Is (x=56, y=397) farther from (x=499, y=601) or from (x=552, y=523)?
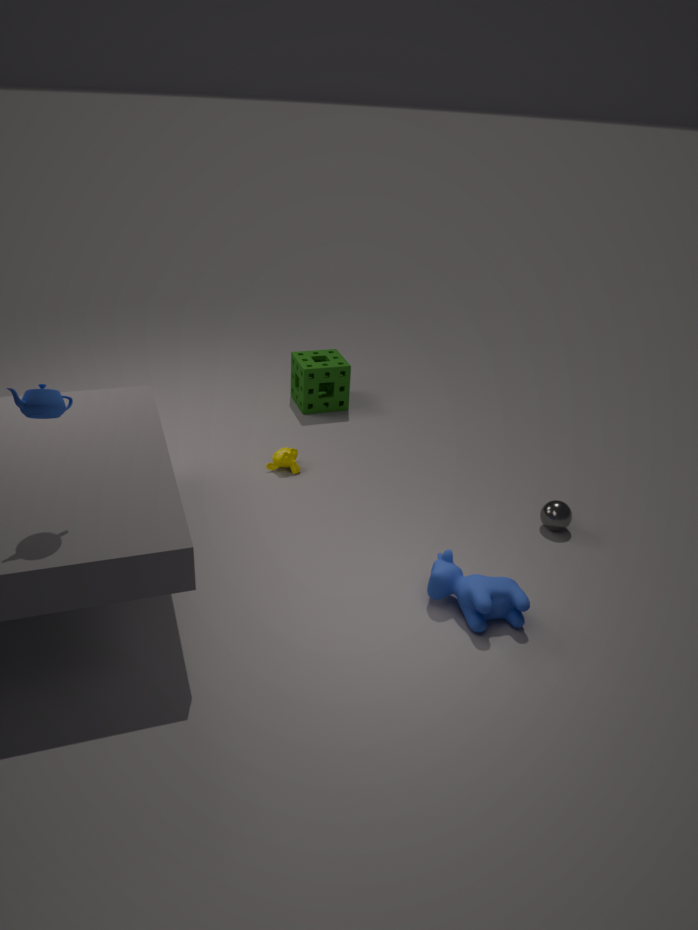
(x=552, y=523)
